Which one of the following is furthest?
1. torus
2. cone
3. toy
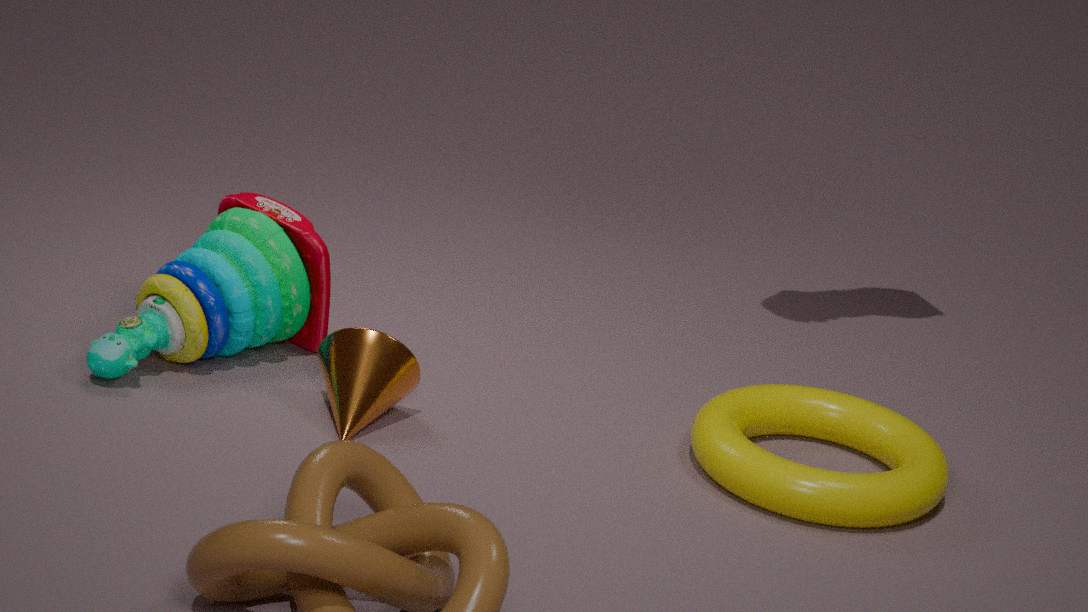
toy
